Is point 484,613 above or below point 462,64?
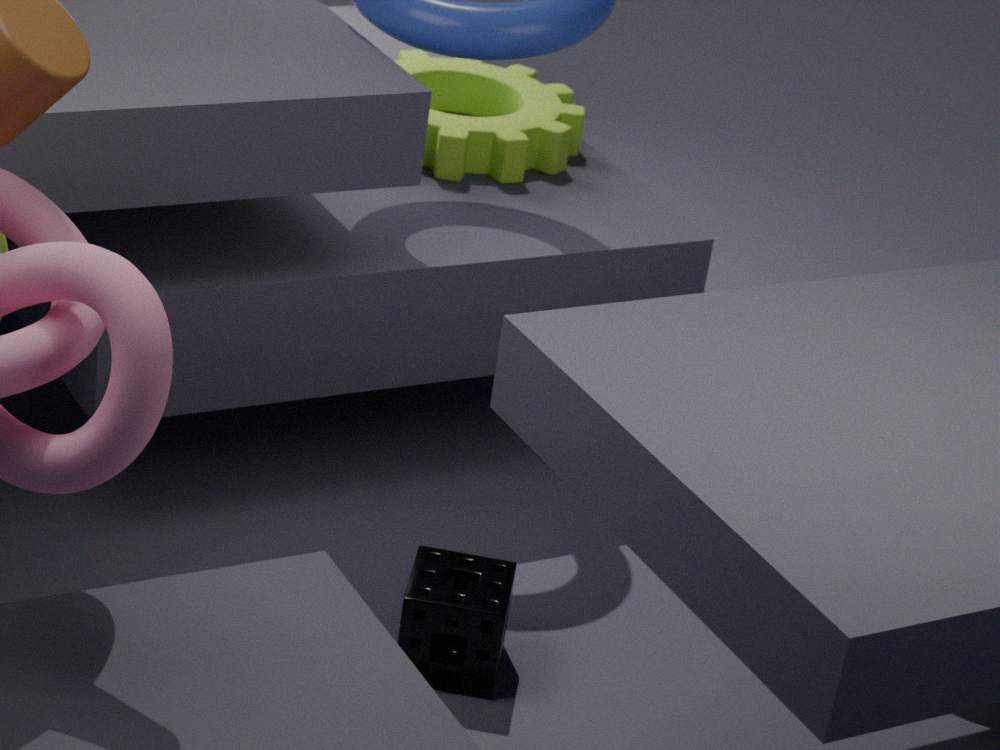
below
